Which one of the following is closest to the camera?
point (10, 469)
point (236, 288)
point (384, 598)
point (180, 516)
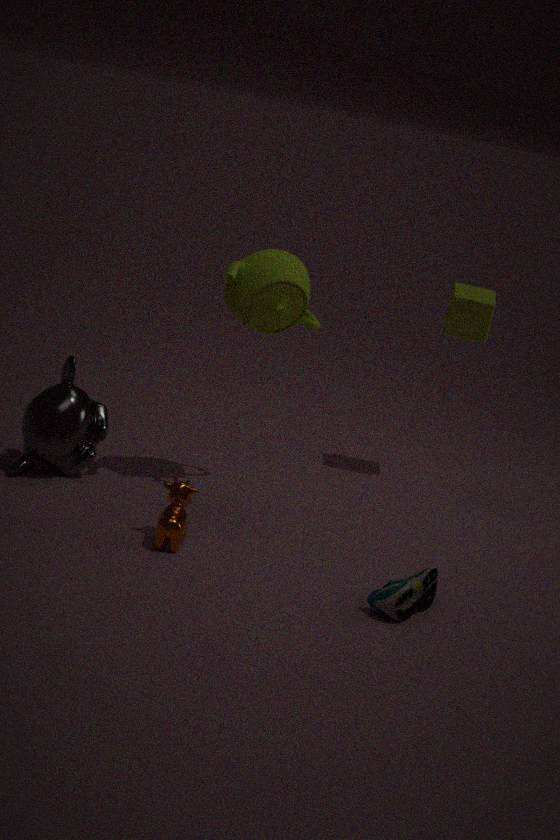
point (384, 598)
